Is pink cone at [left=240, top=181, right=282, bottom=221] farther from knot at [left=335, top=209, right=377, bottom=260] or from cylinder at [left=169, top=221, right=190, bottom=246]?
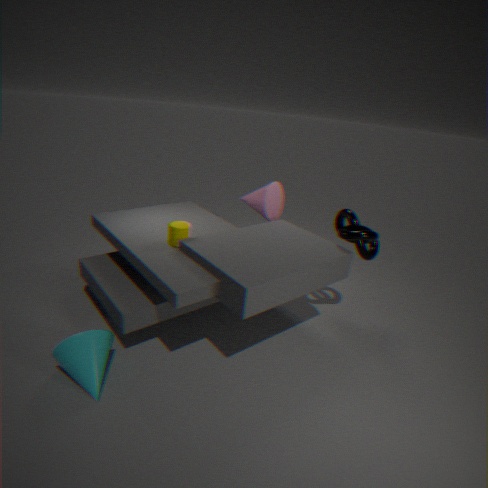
cylinder at [left=169, top=221, right=190, bottom=246]
